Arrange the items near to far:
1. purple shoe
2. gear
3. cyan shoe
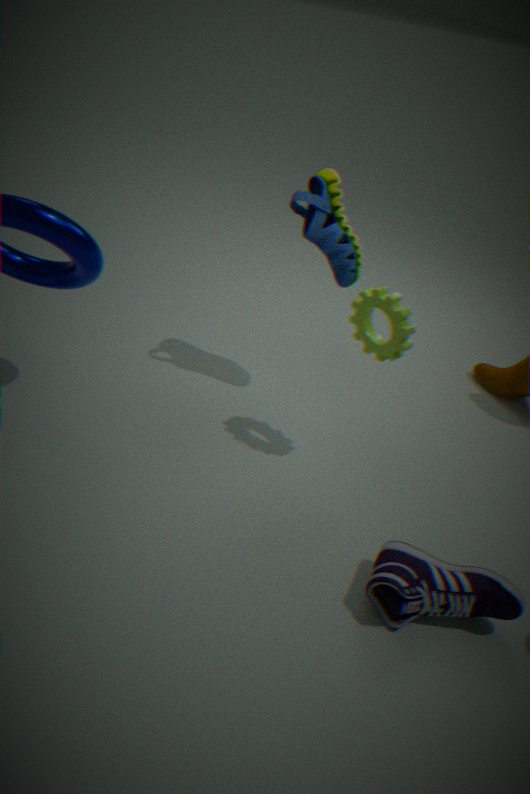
purple shoe
gear
cyan shoe
